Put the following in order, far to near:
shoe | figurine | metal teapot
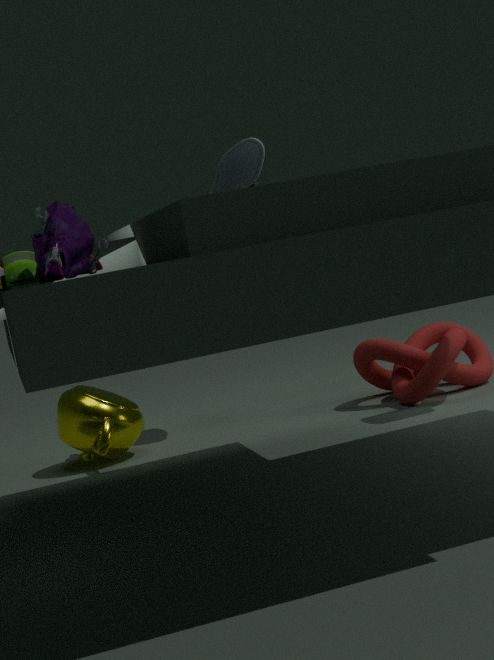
shoe
metal teapot
figurine
